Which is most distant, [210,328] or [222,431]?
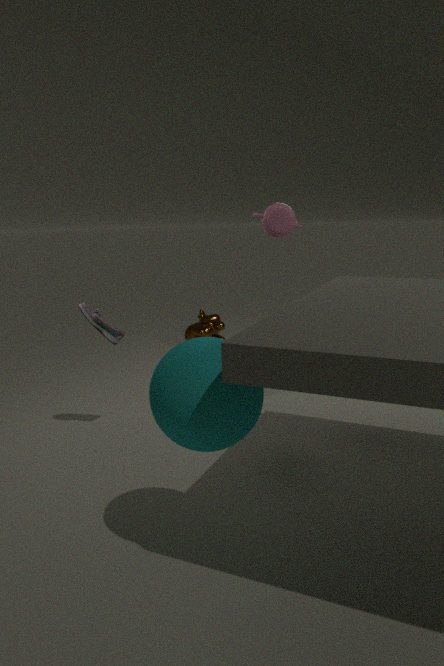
[210,328]
